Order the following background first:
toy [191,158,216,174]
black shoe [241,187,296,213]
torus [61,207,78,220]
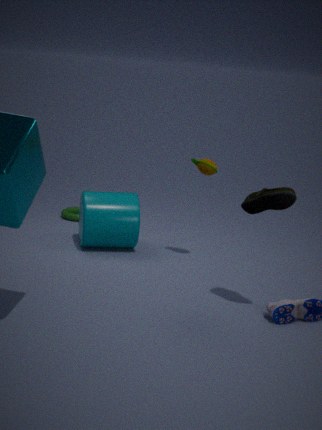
torus [61,207,78,220] < toy [191,158,216,174] < black shoe [241,187,296,213]
